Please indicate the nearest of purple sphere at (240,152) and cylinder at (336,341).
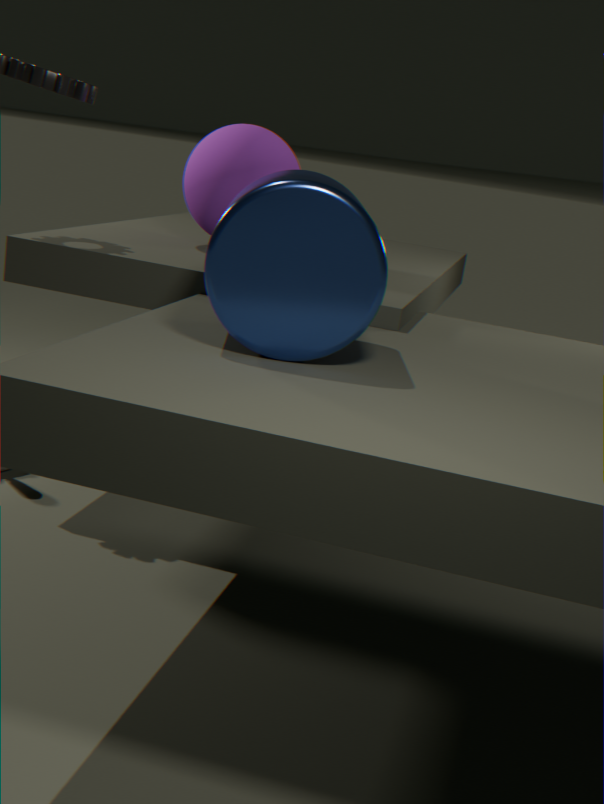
cylinder at (336,341)
